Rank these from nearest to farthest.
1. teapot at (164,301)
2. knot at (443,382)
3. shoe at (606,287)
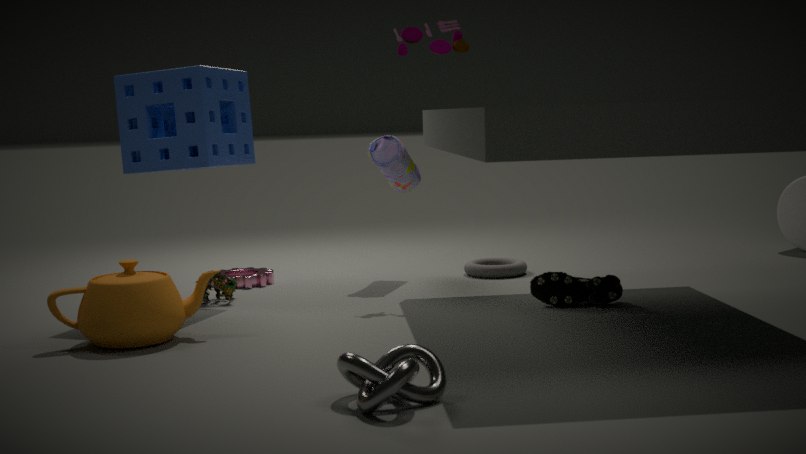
knot at (443,382) → teapot at (164,301) → shoe at (606,287)
